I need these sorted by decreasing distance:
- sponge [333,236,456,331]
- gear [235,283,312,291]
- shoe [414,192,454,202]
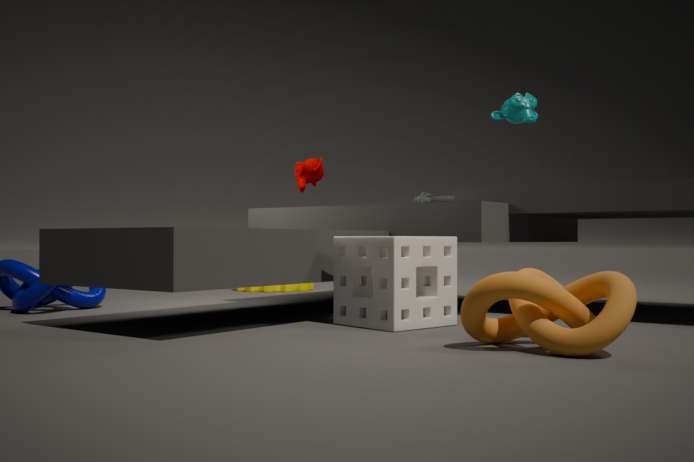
Result: 1. gear [235,283,312,291]
2. shoe [414,192,454,202]
3. sponge [333,236,456,331]
